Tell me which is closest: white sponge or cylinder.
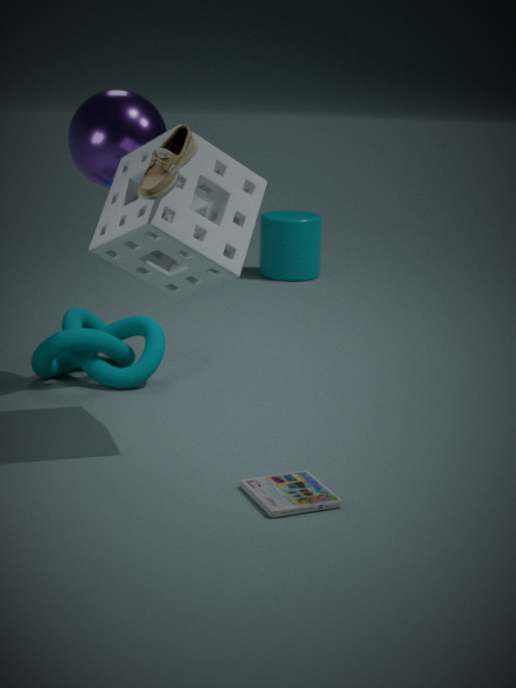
white sponge
